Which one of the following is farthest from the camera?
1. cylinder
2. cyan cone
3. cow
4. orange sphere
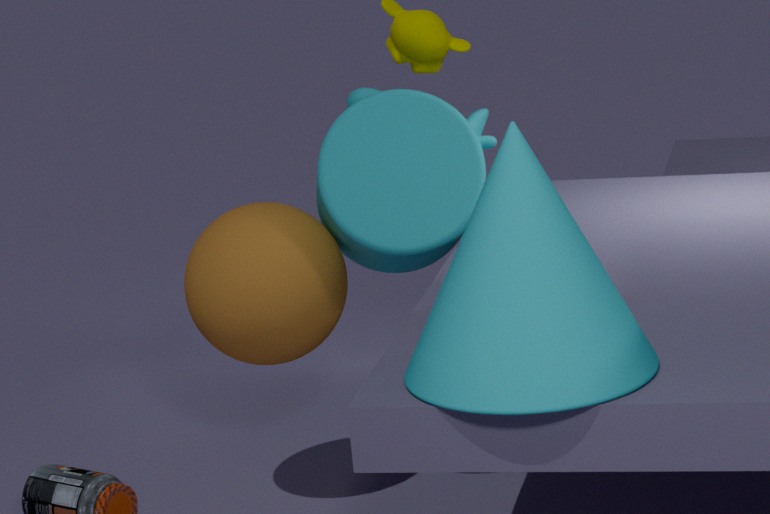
cow
